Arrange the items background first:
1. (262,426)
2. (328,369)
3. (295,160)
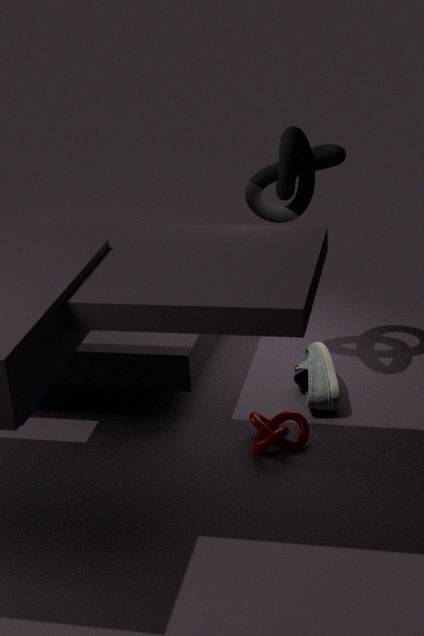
(295,160)
(328,369)
(262,426)
